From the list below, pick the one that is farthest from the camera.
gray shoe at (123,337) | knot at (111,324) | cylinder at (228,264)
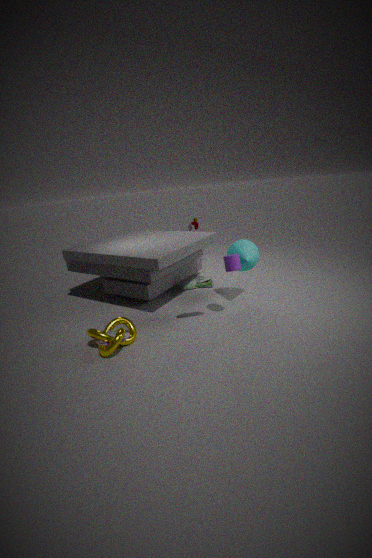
cylinder at (228,264)
